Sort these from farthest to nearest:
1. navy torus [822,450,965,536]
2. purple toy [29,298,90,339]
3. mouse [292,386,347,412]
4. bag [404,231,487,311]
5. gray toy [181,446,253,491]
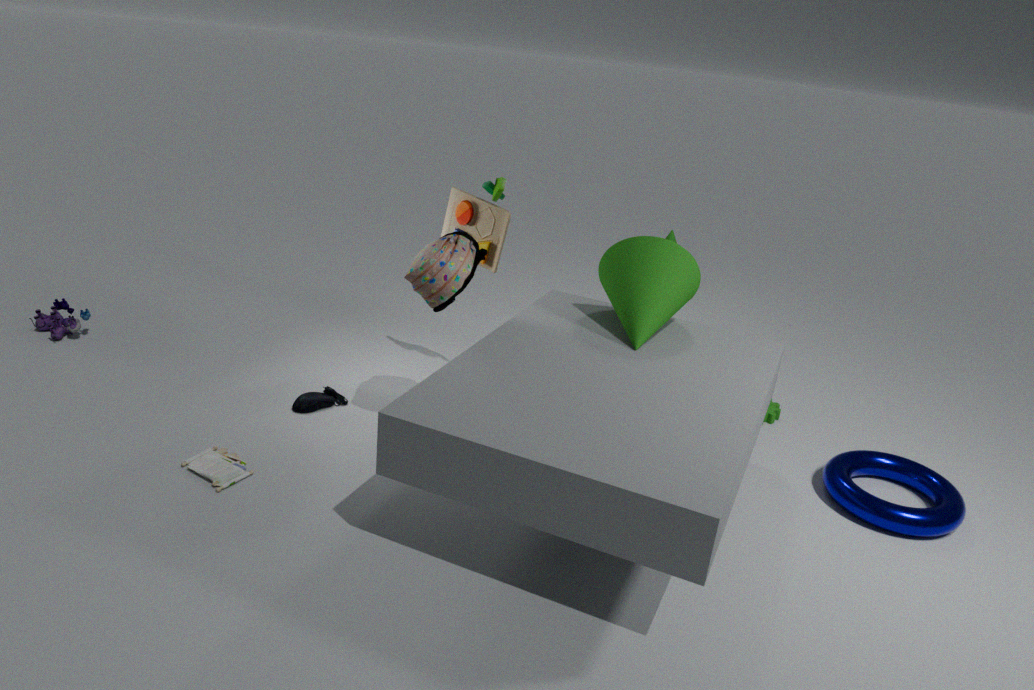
purple toy [29,298,90,339]
mouse [292,386,347,412]
bag [404,231,487,311]
navy torus [822,450,965,536]
gray toy [181,446,253,491]
